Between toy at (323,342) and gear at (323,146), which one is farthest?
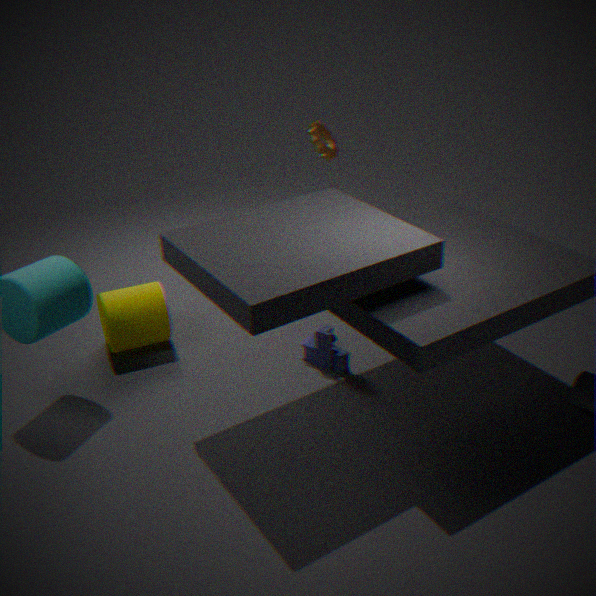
gear at (323,146)
